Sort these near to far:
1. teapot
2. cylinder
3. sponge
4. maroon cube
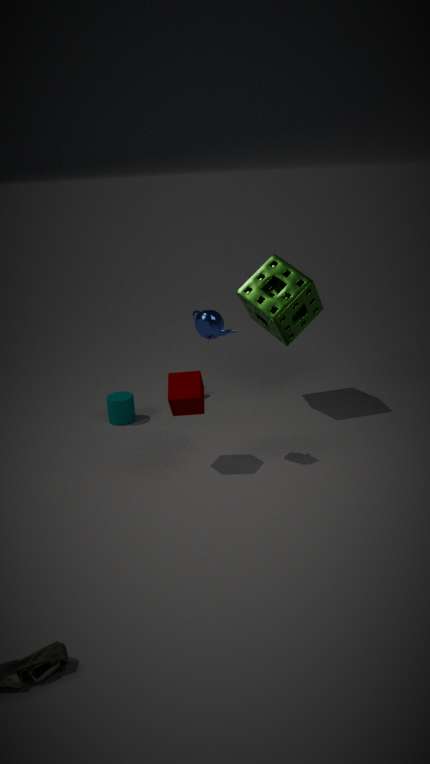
1. teapot
2. maroon cube
3. sponge
4. cylinder
